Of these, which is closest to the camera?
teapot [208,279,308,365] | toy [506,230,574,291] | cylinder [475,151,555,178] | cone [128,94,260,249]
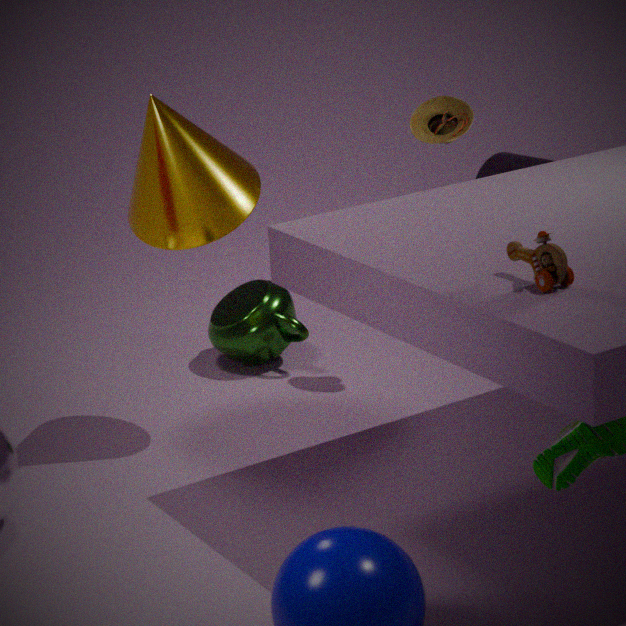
toy [506,230,574,291]
